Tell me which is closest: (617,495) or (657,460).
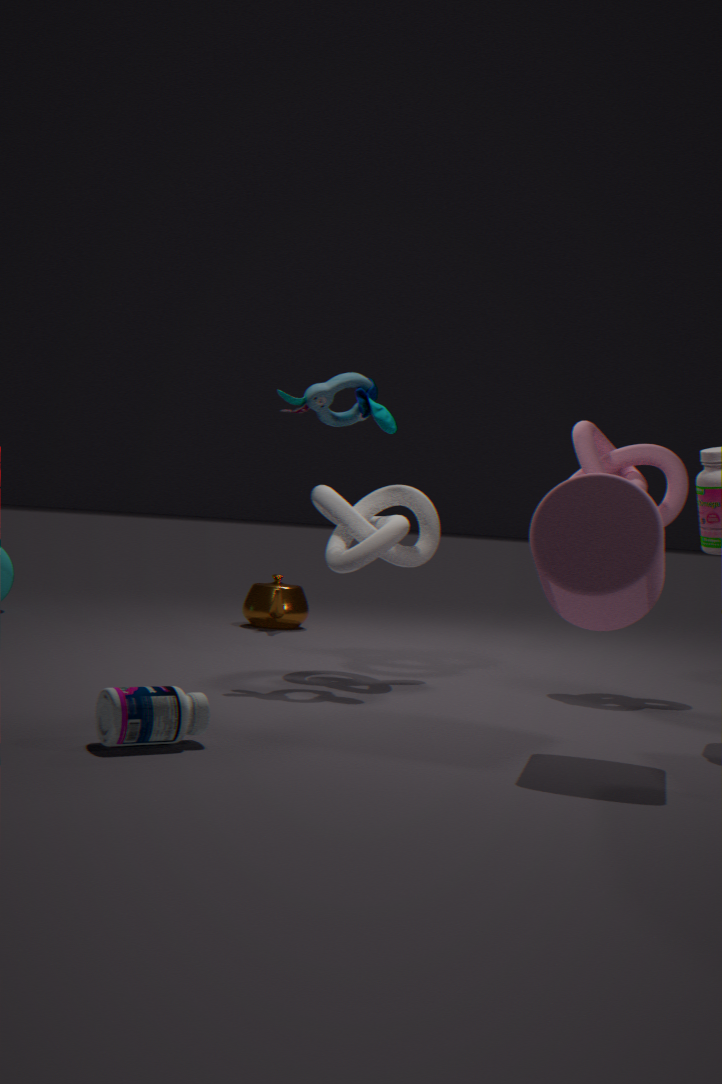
(617,495)
